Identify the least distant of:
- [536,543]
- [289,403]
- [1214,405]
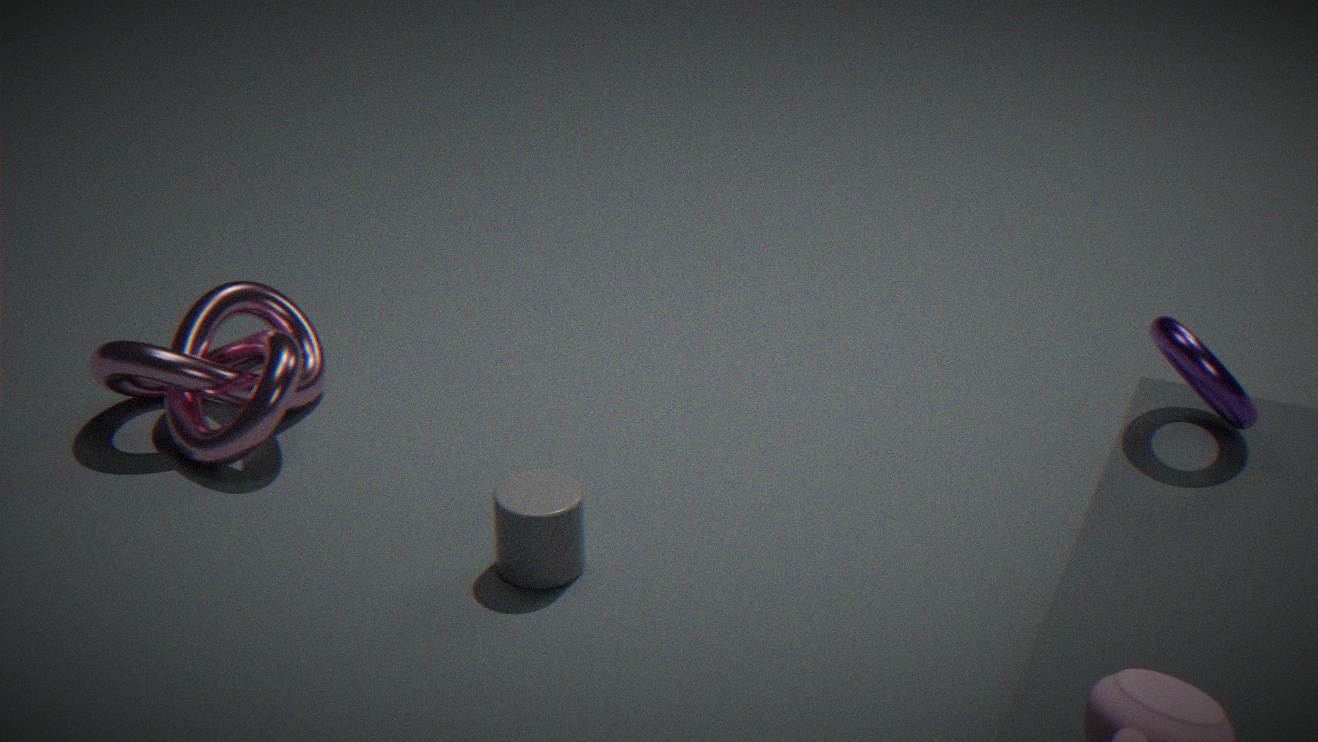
[1214,405]
